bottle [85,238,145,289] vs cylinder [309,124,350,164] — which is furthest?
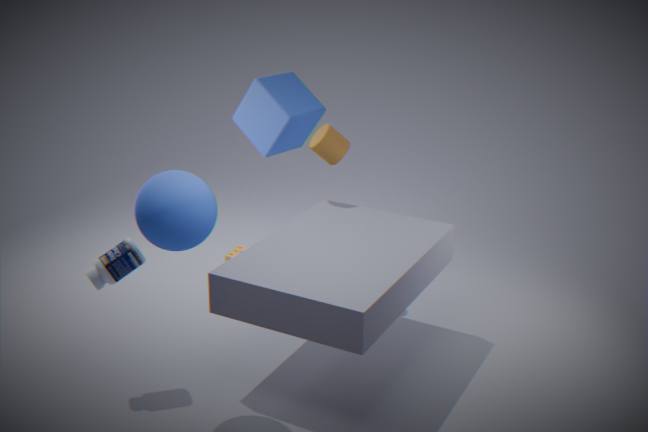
cylinder [309,124,350,164]
